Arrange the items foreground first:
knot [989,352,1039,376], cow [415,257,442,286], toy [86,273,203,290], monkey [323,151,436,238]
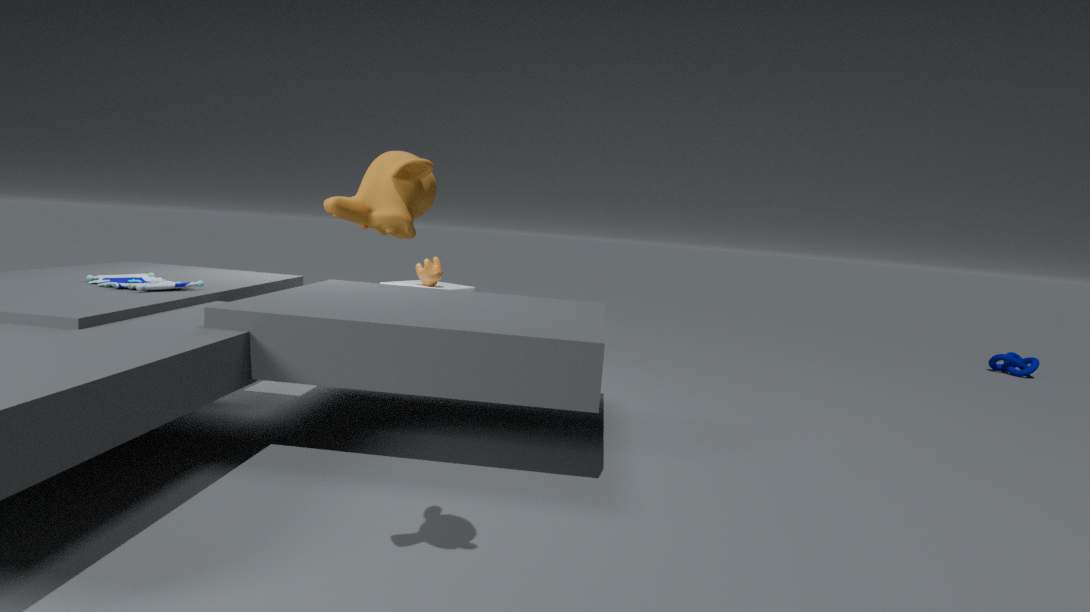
1. monkey [323,151,436,238]
2. toy [86,273,203,290]
3. cow [415,257,442,286]
4. knot [989,352,1039,376]
